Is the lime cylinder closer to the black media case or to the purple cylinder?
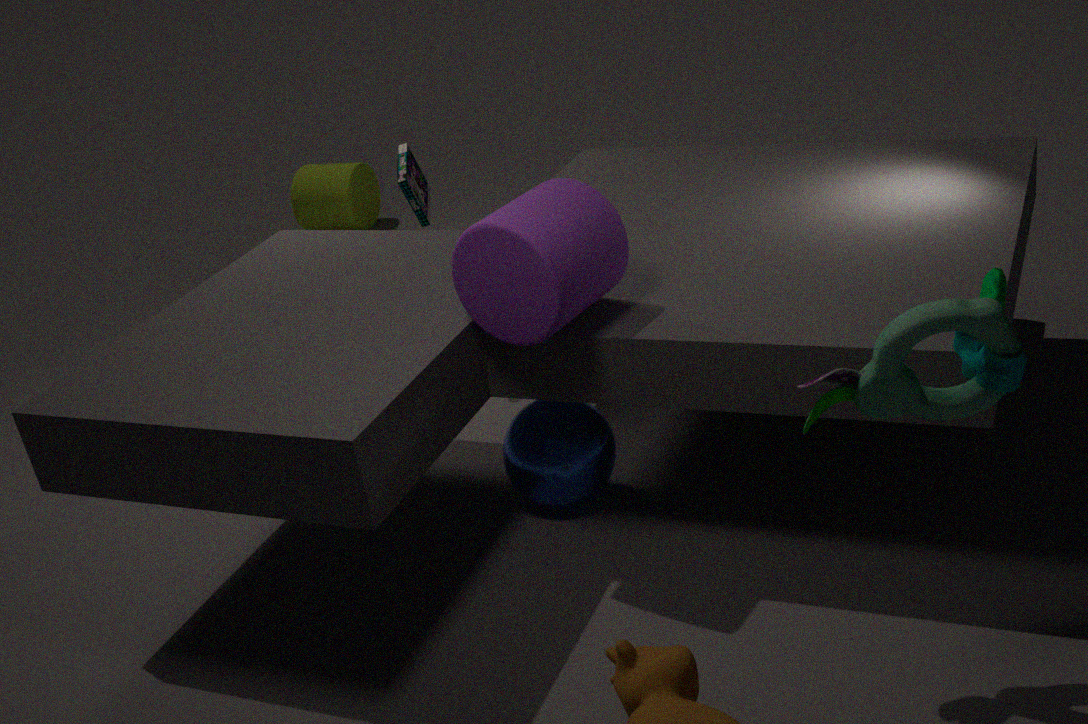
the black media case
